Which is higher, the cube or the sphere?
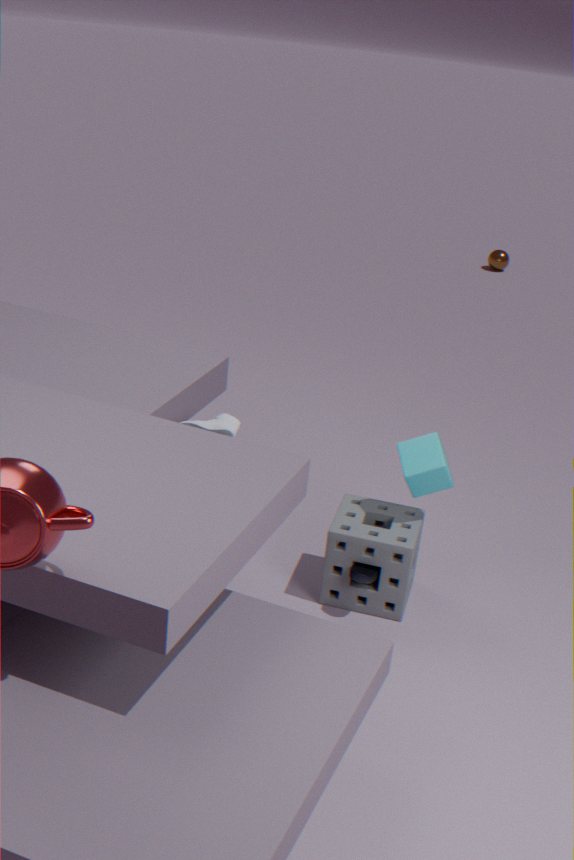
the cube
